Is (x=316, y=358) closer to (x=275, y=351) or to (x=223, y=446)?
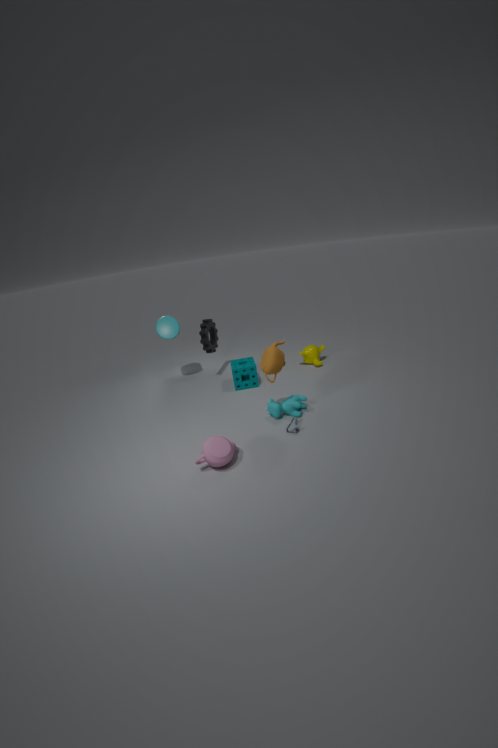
(x=275, y=351)
